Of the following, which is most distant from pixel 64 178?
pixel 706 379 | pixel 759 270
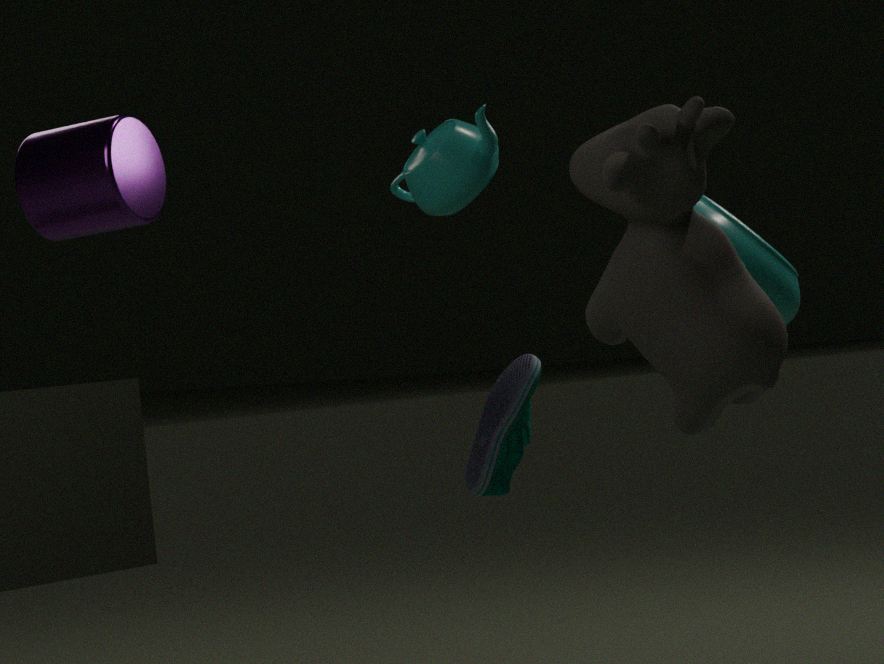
pixel 759 270
